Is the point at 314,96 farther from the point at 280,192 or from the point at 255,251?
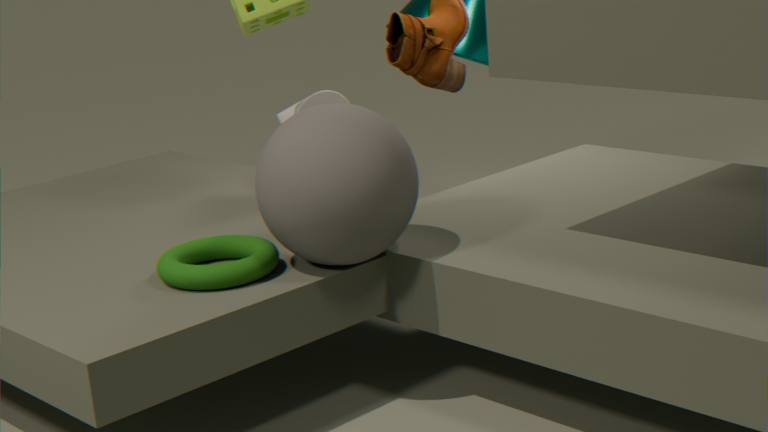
the point at 255,251
